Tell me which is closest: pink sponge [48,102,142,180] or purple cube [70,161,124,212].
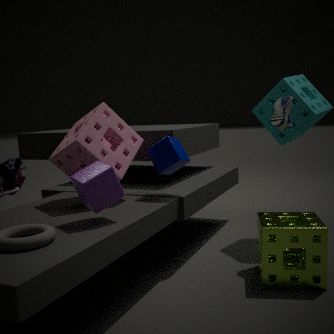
purple cube [70,161,124,212]
